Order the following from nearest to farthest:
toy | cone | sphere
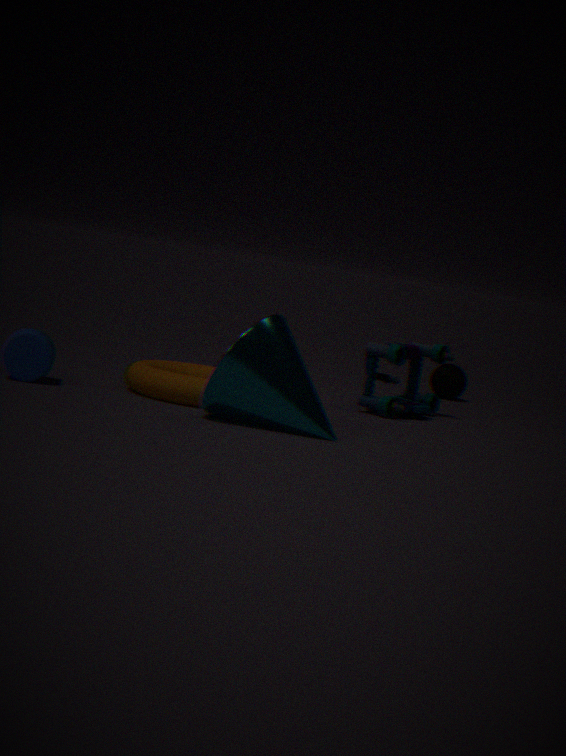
1. cone
2. toy
3. sphere
